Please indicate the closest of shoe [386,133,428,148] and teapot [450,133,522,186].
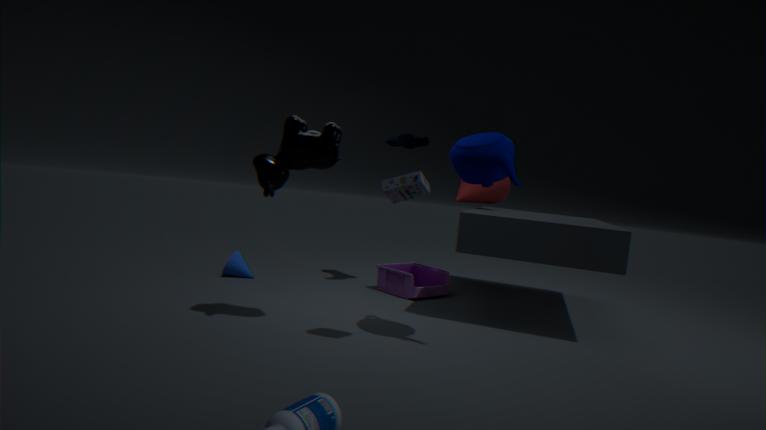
teapot [450,133,522,186]
